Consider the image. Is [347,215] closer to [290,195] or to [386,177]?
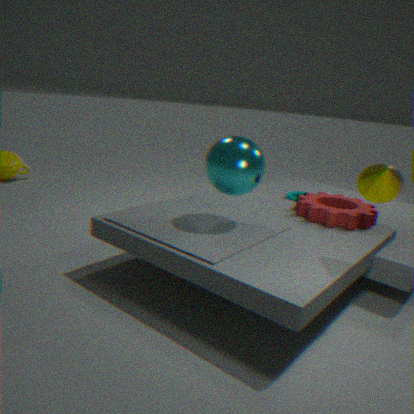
[290,195]
